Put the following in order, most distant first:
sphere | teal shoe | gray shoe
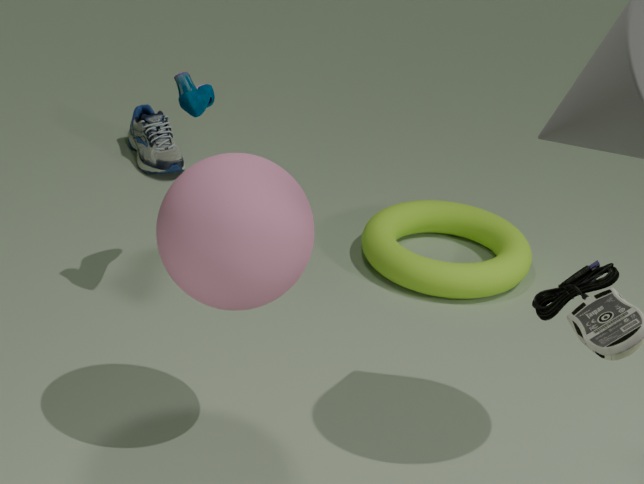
gray shoe < teal shoe < sphere
